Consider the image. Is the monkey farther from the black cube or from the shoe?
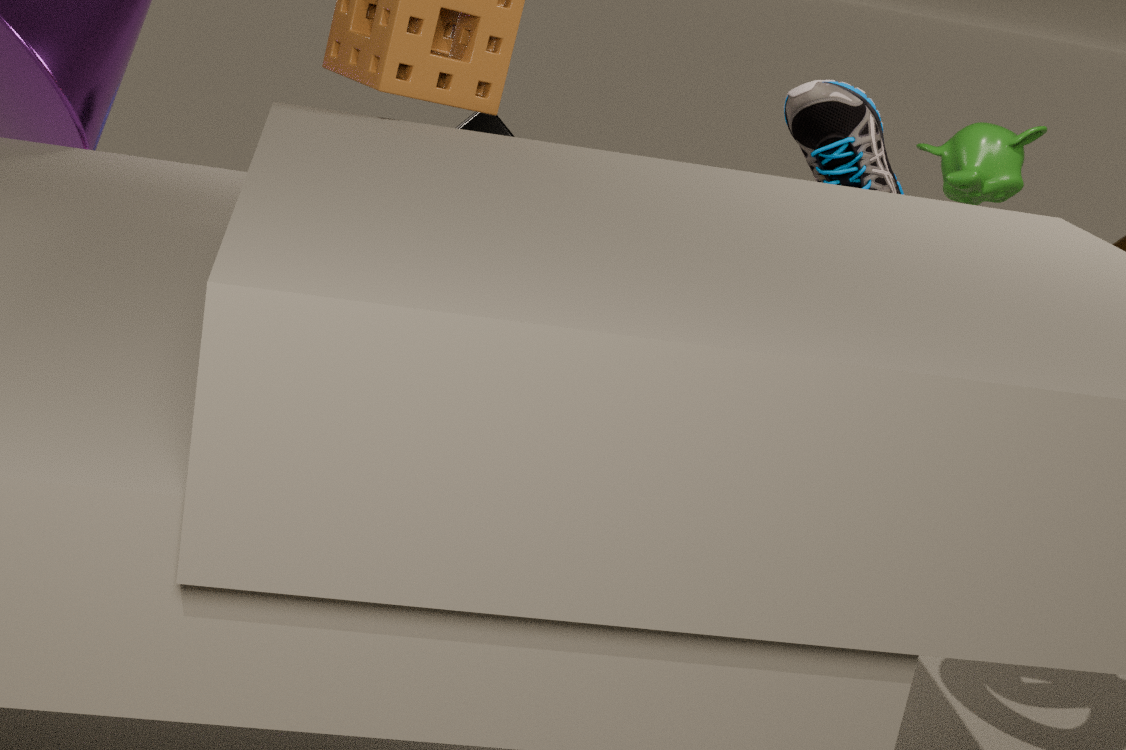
the black cube
